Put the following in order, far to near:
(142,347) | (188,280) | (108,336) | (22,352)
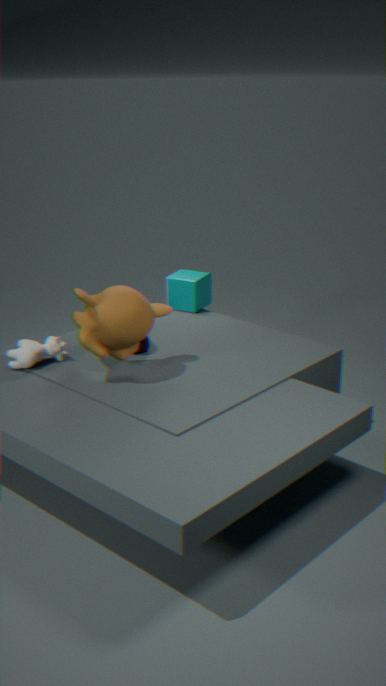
(188,280), (142,347), (22,352), (108,336)
